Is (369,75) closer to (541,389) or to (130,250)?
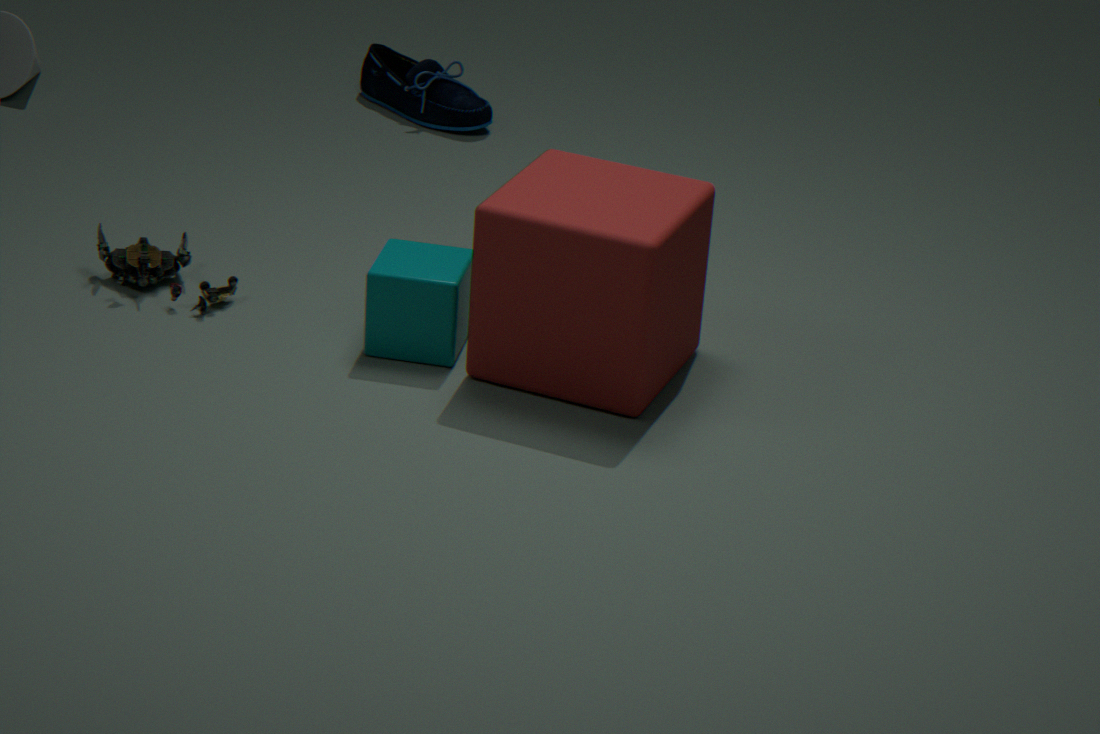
(130,250)
